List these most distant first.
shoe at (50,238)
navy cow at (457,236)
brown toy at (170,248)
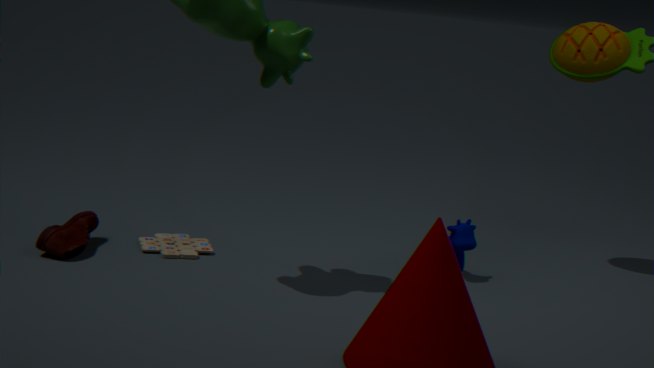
1. navy cow at (457,236)
2. brown toy at (170,248)
3. shoe at (50,238)
